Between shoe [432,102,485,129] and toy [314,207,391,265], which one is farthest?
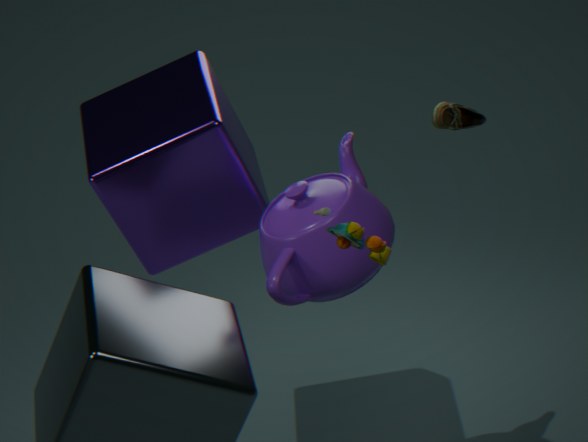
shoe [432,102,485,129]
